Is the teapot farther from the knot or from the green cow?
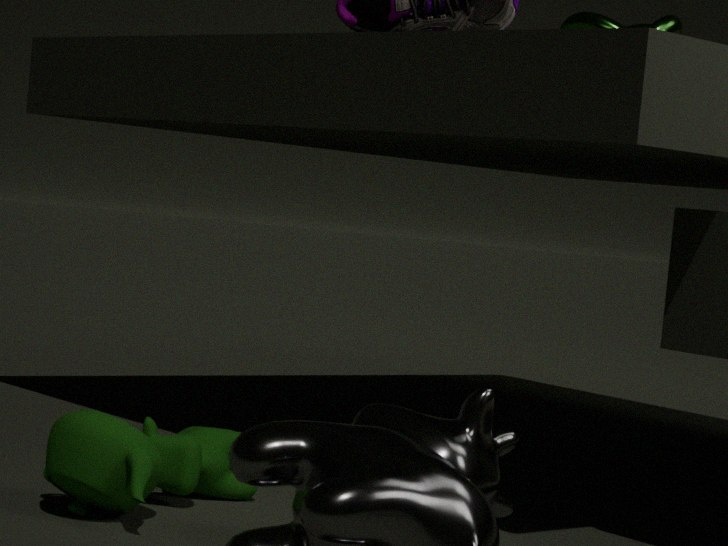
the knot
